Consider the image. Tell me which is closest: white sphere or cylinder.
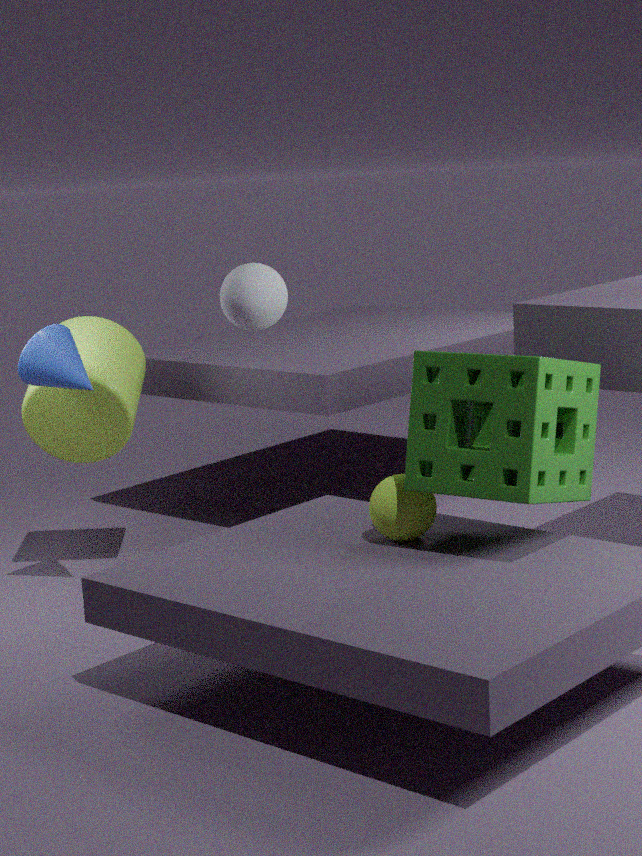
white sphere
